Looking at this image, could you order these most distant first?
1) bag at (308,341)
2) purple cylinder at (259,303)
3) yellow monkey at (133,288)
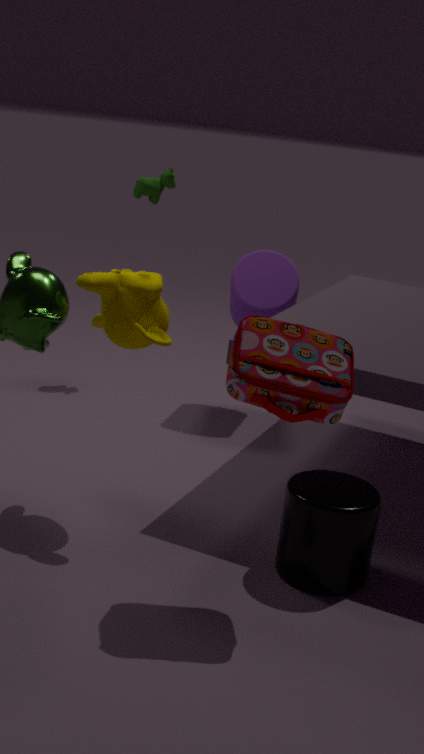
2. purple cylinder at (259,303)
3. yellow monkey at (133,288)
1. bag at (308,341)
